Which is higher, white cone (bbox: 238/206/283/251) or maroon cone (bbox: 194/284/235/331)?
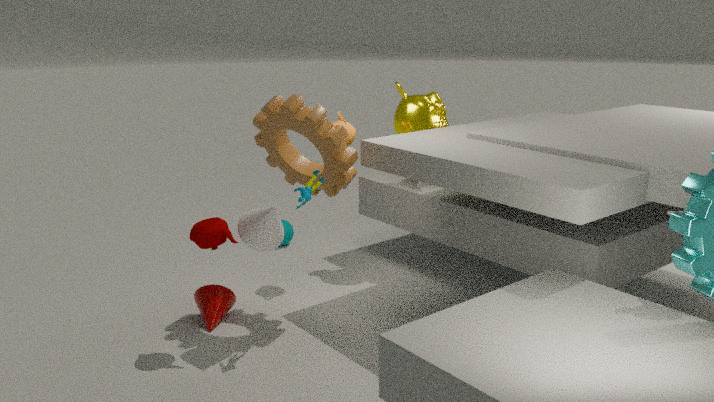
white cone (bbox: 238/206/283/251)
